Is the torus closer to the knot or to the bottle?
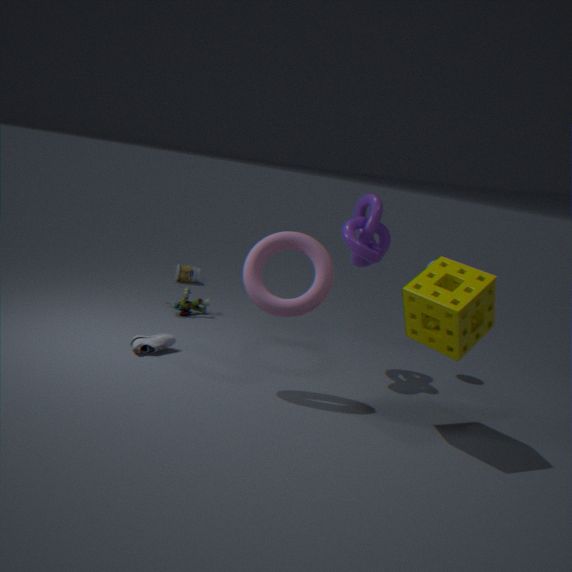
the knot
